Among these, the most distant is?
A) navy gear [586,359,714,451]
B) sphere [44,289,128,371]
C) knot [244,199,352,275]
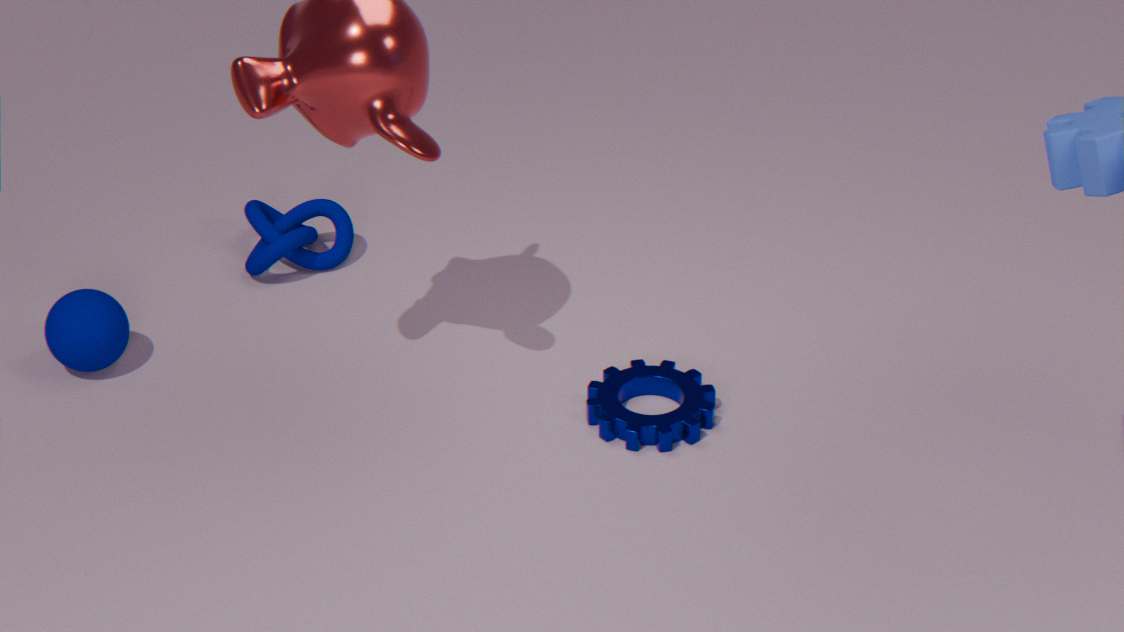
knot [244,199,352,275]
